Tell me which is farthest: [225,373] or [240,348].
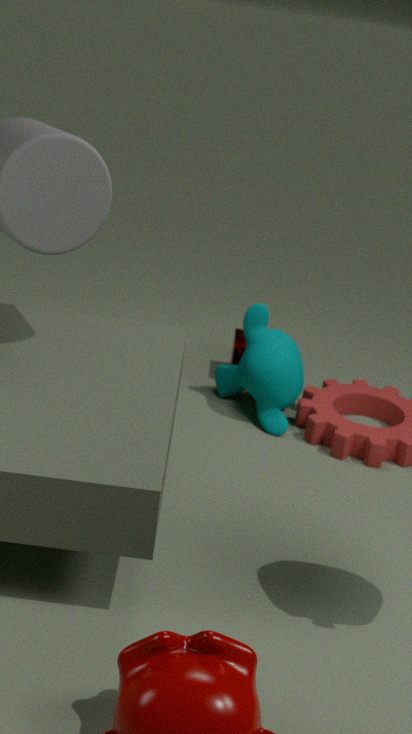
[240,348]
